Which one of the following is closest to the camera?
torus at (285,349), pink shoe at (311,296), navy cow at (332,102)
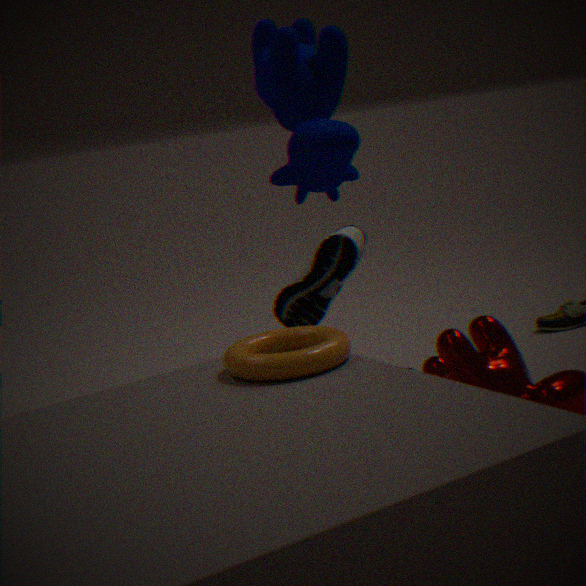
torus at (285,349)
